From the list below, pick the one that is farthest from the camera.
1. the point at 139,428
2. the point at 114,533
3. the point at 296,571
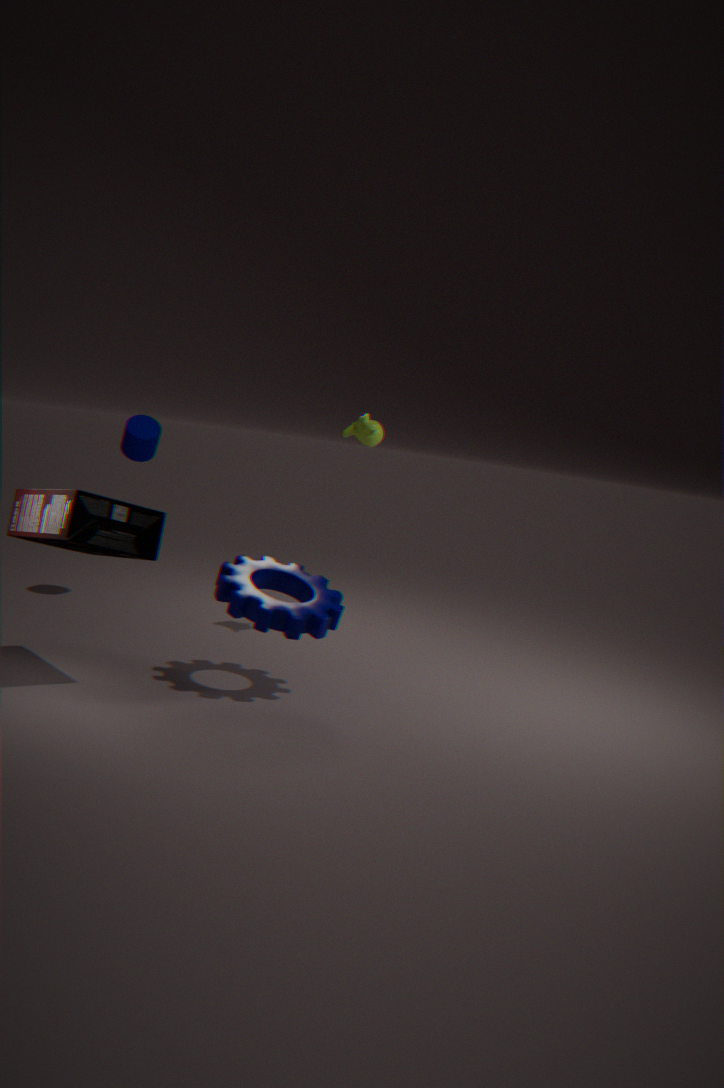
the point at 139,428
